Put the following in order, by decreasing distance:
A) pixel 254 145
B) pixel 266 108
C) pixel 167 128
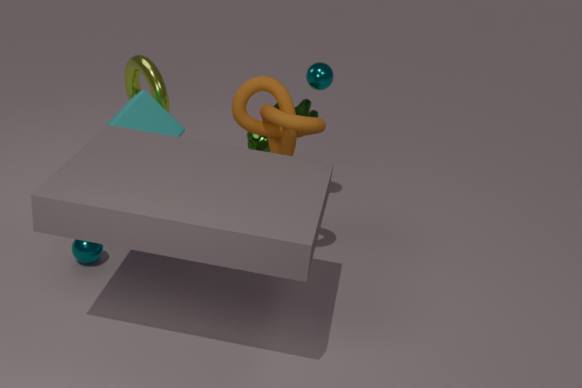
pixel 254 145
pixel 167 128
pixel 266 108
